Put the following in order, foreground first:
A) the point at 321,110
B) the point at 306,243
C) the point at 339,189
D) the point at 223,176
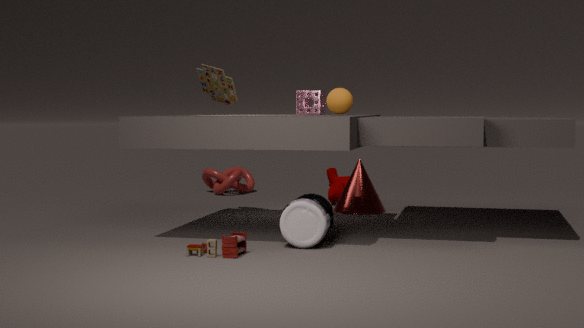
the point at 306,243 → the point at 321,110 → the point at 339,189 → the point at 223,176
